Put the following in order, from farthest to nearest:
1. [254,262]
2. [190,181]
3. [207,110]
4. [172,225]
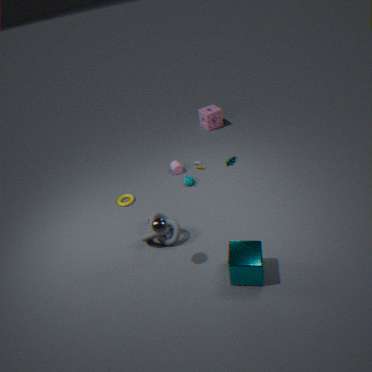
[207,110]
[190,181]
[172,225]
[254,262]
